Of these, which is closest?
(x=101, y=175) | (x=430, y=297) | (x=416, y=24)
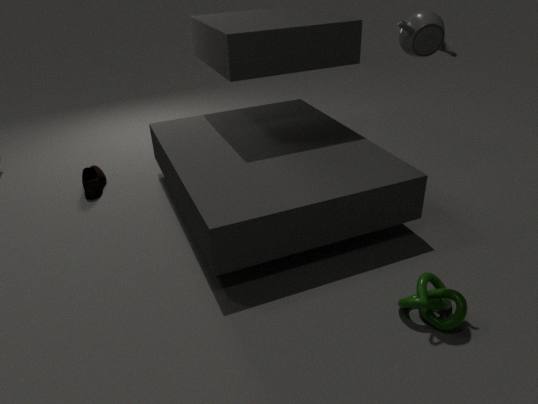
(x=416, y=24)
